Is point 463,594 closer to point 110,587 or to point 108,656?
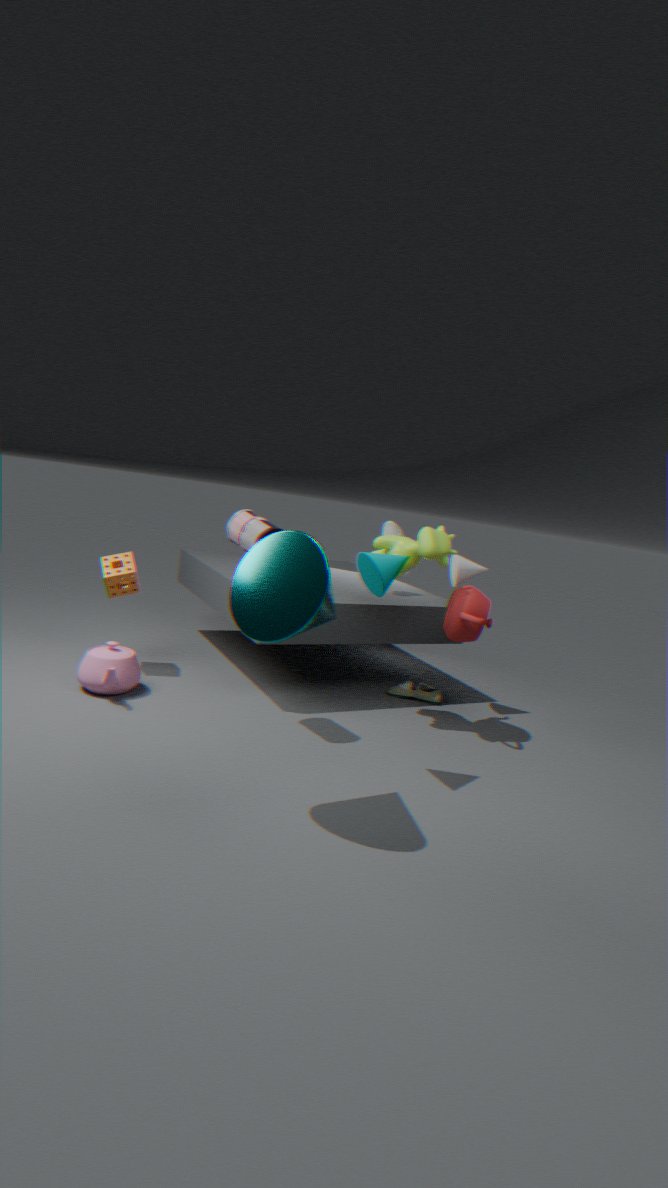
point 108,656
